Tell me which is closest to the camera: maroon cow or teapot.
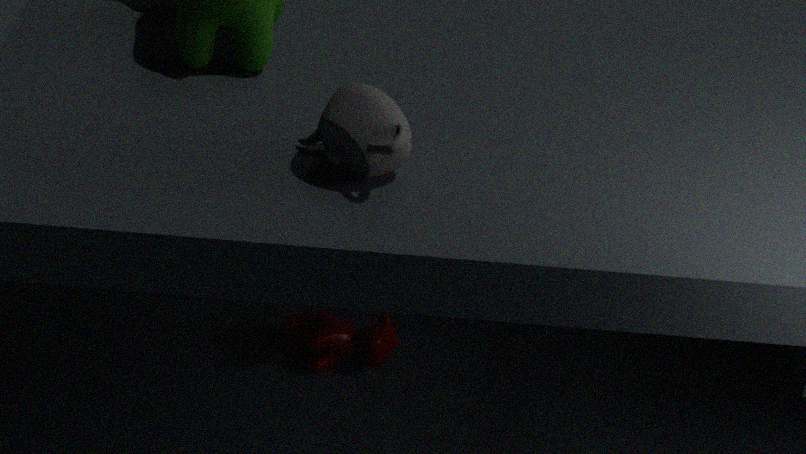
teapot
